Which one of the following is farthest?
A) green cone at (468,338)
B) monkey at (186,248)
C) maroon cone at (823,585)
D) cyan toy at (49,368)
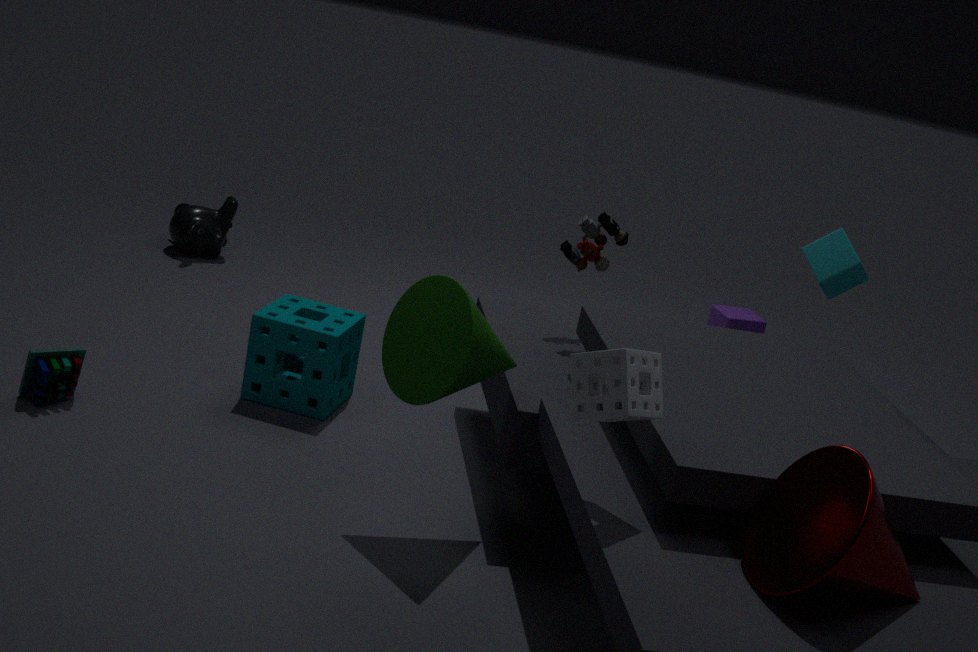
monkey at (186,248)
